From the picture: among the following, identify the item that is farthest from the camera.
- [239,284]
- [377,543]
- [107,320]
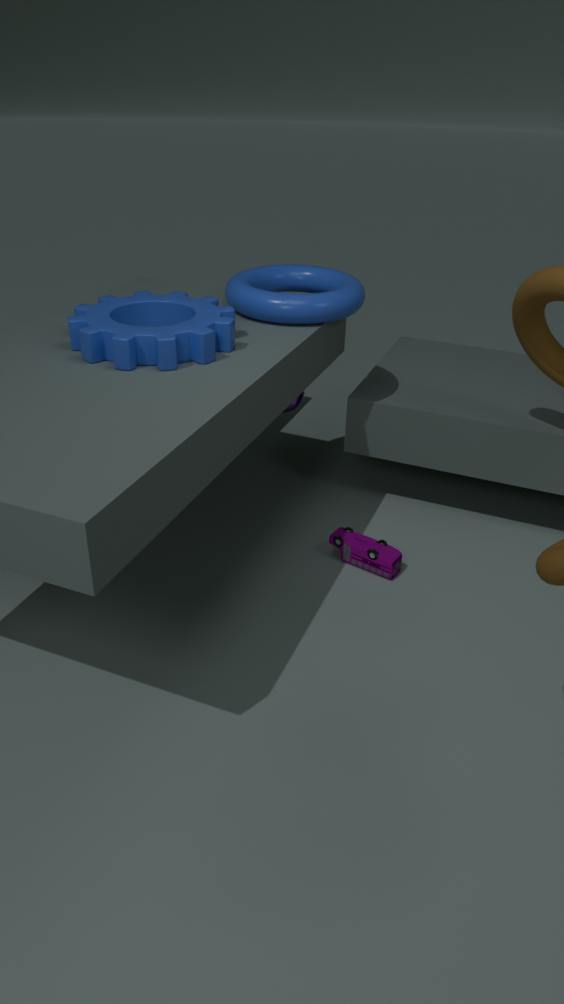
[377,543]
